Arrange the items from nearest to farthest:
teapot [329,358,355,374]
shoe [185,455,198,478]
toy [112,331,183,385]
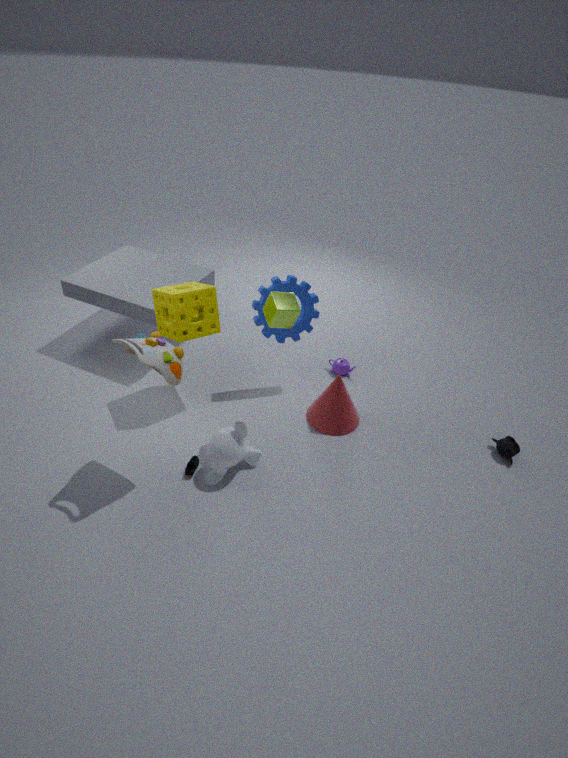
toy [112,331,183,385]
shoe [185,455,198,478]
teapot [329,358,355,374]
